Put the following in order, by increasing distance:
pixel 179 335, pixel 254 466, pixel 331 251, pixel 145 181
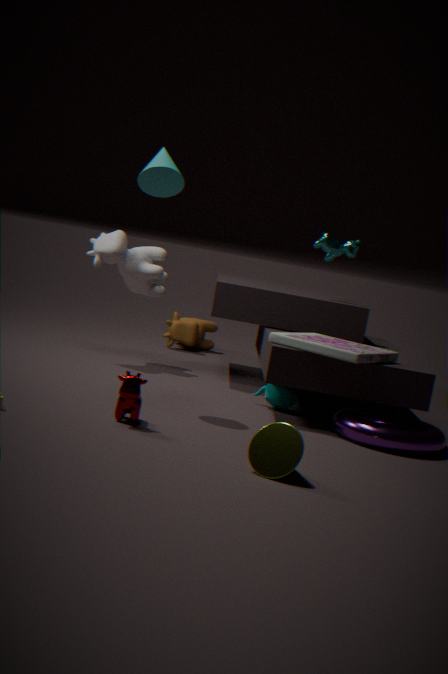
pixel 254 466 < pixel 145 181 < pixel 331 251 < pixel 179 335
